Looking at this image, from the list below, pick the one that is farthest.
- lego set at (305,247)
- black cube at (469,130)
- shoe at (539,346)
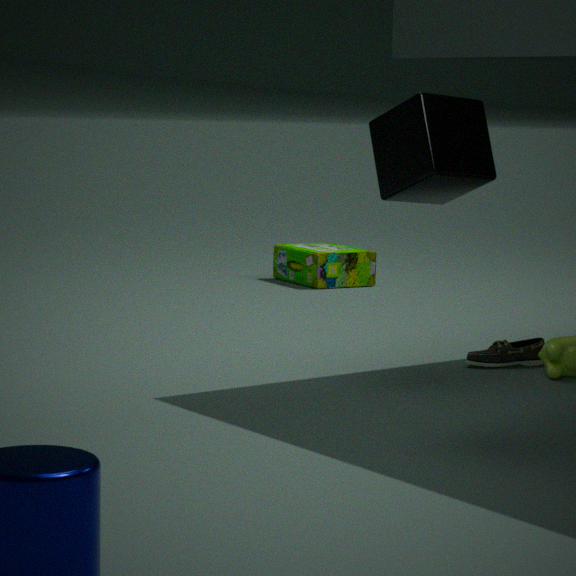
lego set at (305,247)
